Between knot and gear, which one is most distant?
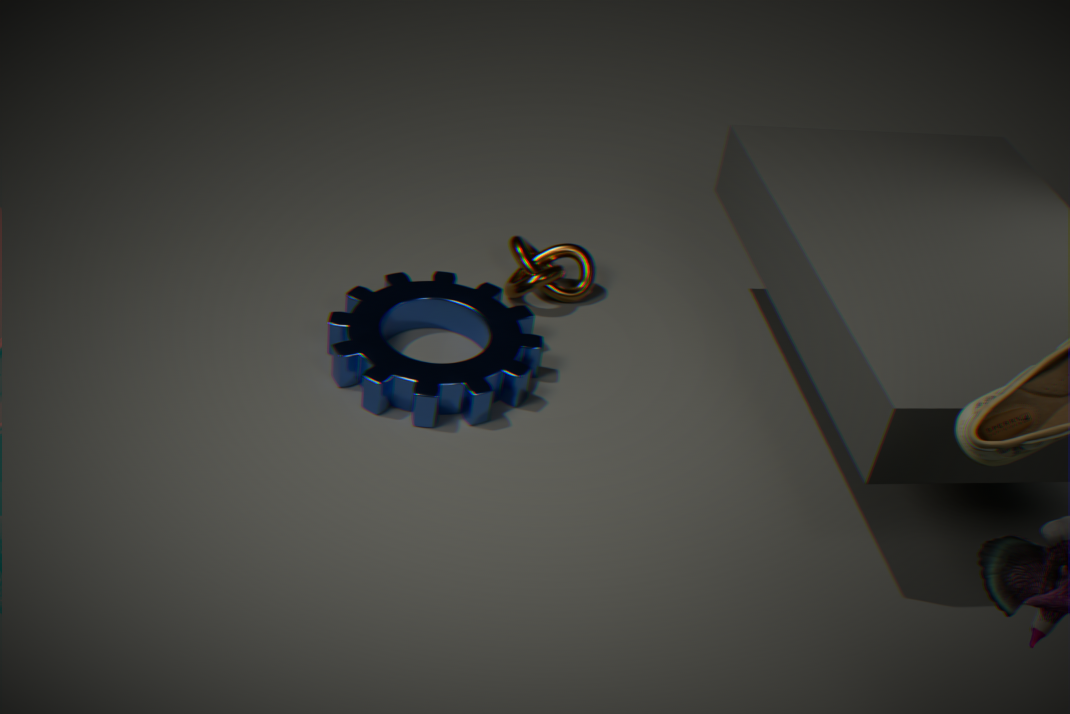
knot
